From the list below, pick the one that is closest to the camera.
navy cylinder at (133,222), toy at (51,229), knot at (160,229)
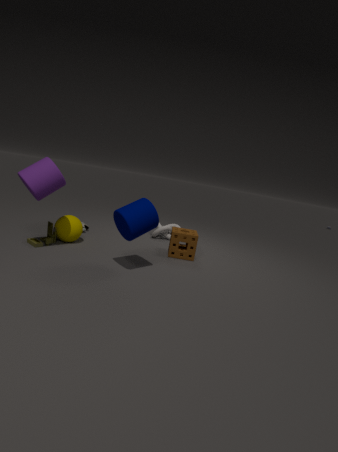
navy cylinder at (133,222)
